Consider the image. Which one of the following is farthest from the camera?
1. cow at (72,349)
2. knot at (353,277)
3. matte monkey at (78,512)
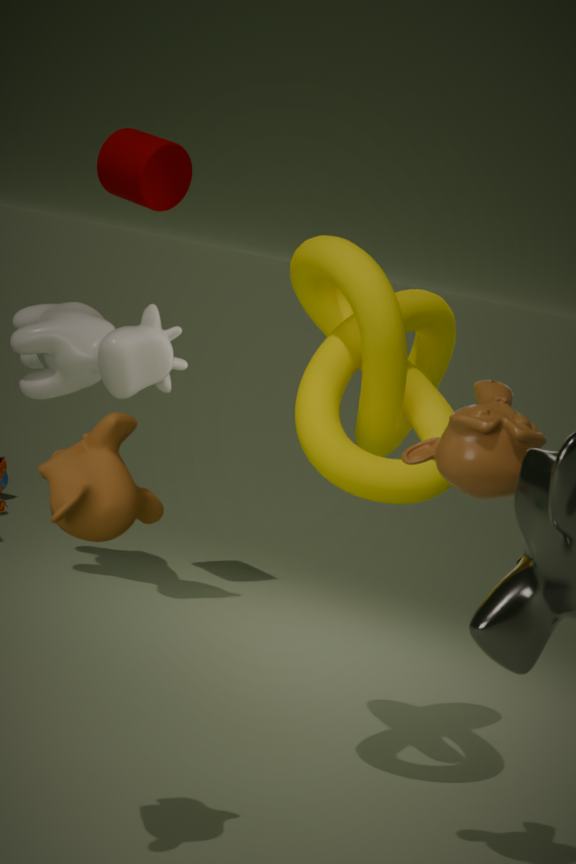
cow at (72,349)
